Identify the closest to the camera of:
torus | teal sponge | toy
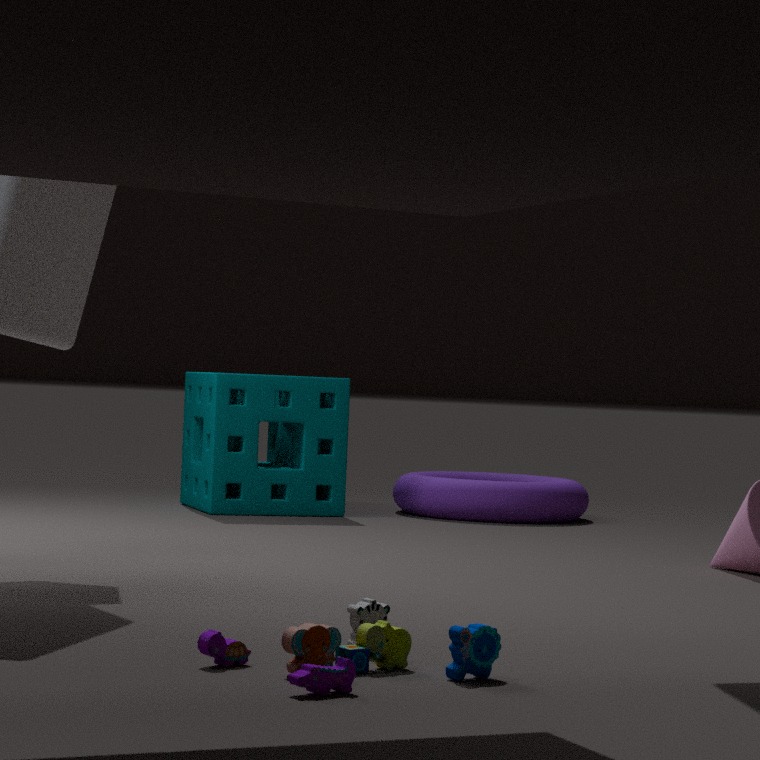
toy
